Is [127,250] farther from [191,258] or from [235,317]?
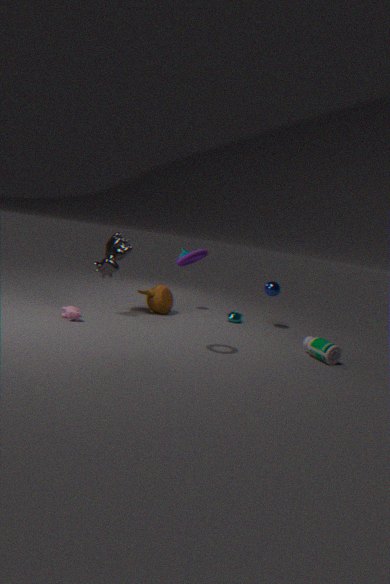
[235,317]
